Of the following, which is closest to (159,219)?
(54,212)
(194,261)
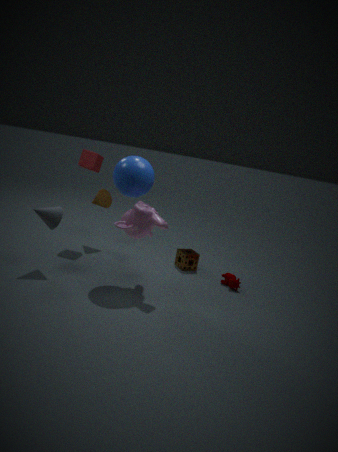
(54,212)
